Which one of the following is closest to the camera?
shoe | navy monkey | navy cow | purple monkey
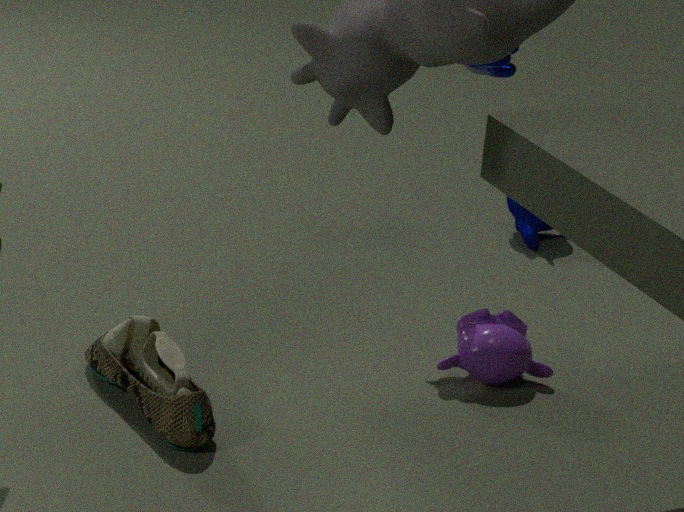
shoe
